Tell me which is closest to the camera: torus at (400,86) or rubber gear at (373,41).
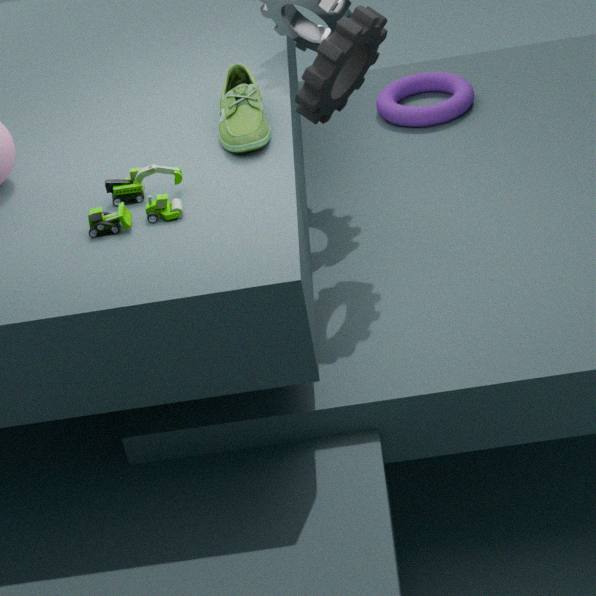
rubber gear at (373,41)
